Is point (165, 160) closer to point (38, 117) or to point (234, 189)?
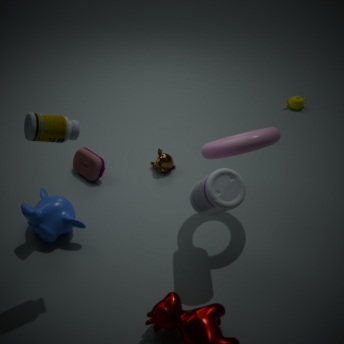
point (234, 189)
